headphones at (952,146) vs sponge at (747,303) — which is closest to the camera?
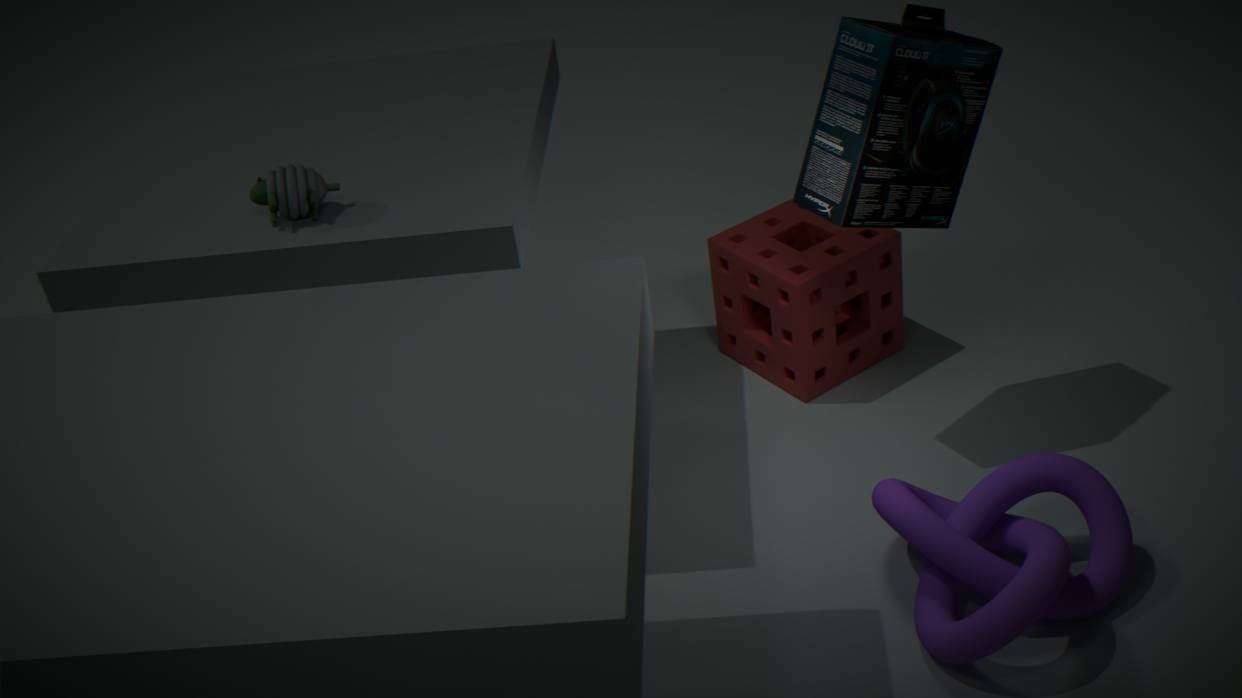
headphones at (952,146)
